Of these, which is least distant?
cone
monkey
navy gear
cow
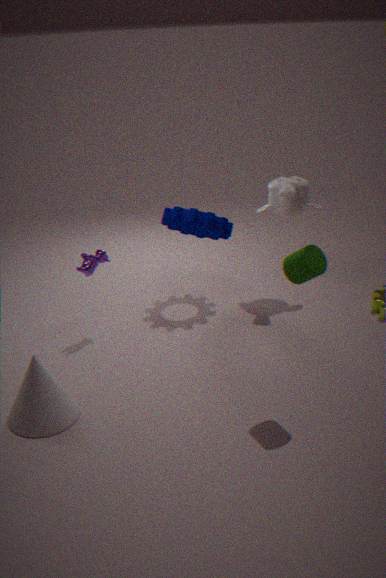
cone
